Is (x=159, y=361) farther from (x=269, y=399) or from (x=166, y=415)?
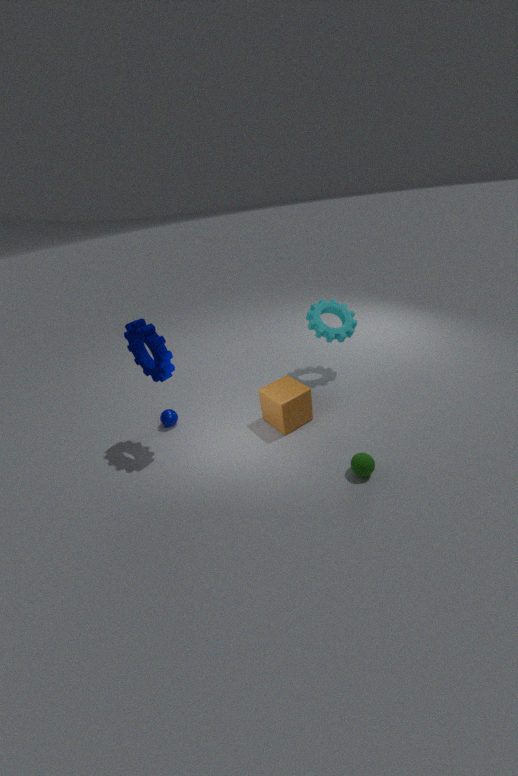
(x=269, y=399)
